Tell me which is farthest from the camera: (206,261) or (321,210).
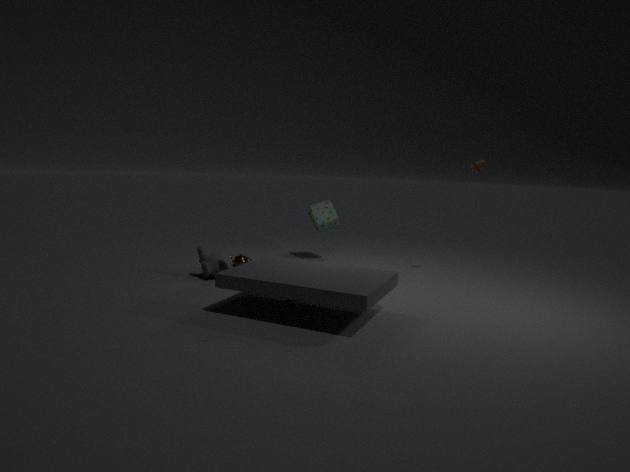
(321,210)
